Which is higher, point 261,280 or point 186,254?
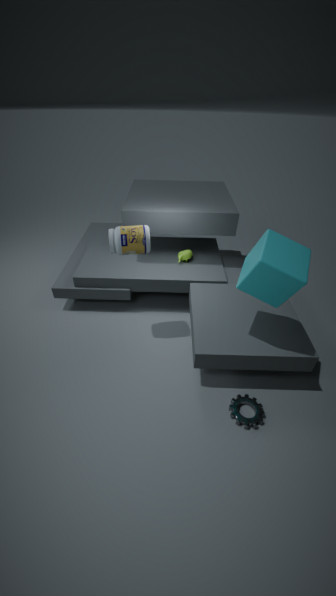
point 261,280
